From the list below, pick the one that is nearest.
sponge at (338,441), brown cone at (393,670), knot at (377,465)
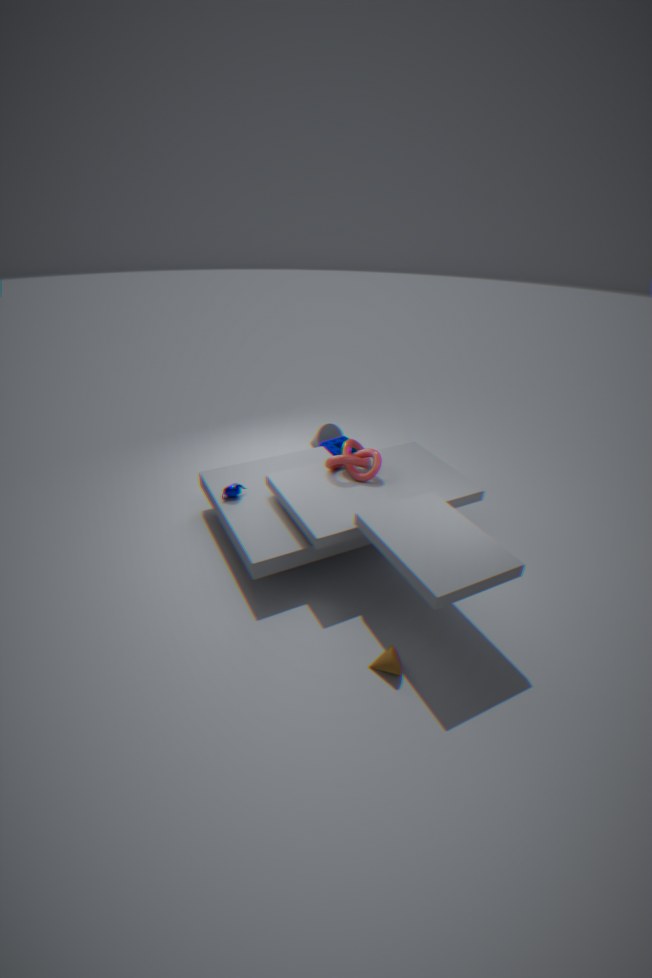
brown cone at (393,670)
